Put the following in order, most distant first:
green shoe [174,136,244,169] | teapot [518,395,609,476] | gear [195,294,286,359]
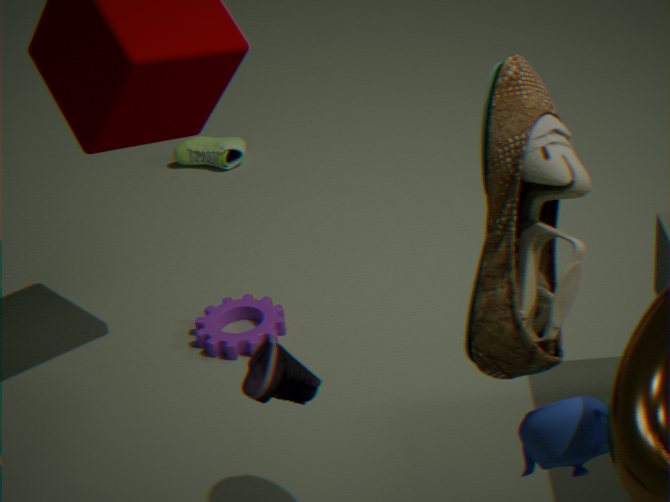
green shoe [174,136,244,169] < gear [195,294,286,359] < teapot [518,395,609,476]
